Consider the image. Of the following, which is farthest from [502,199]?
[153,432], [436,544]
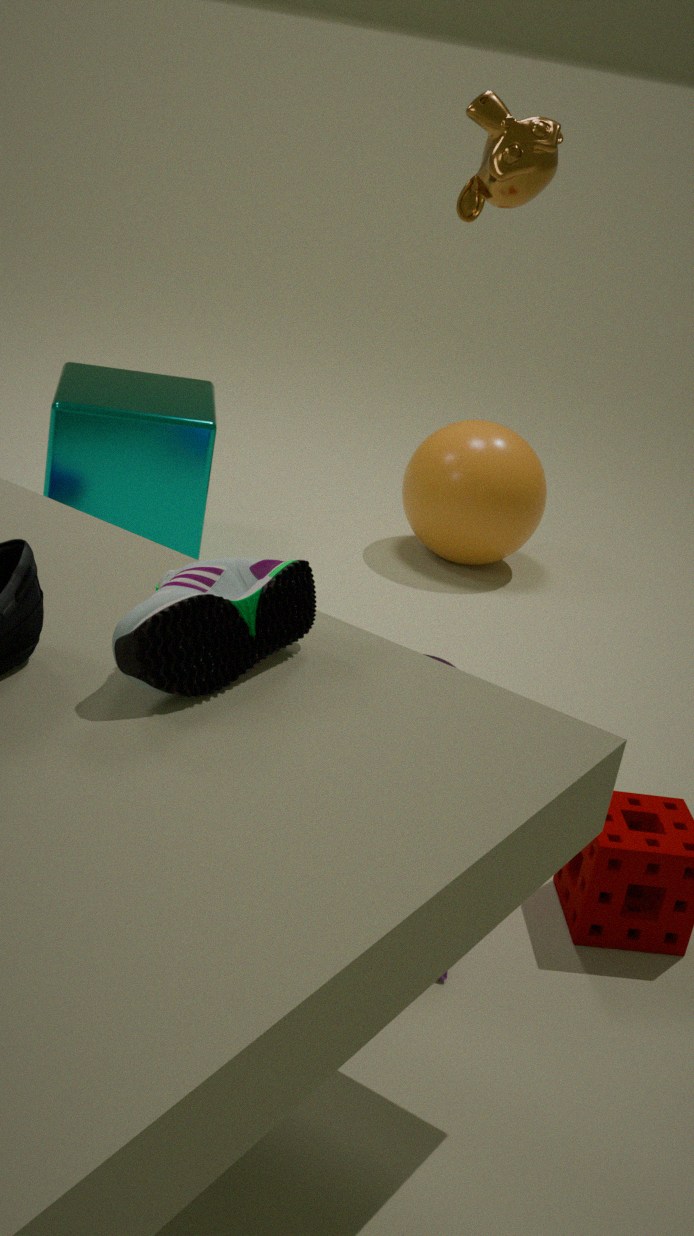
[153,432]
